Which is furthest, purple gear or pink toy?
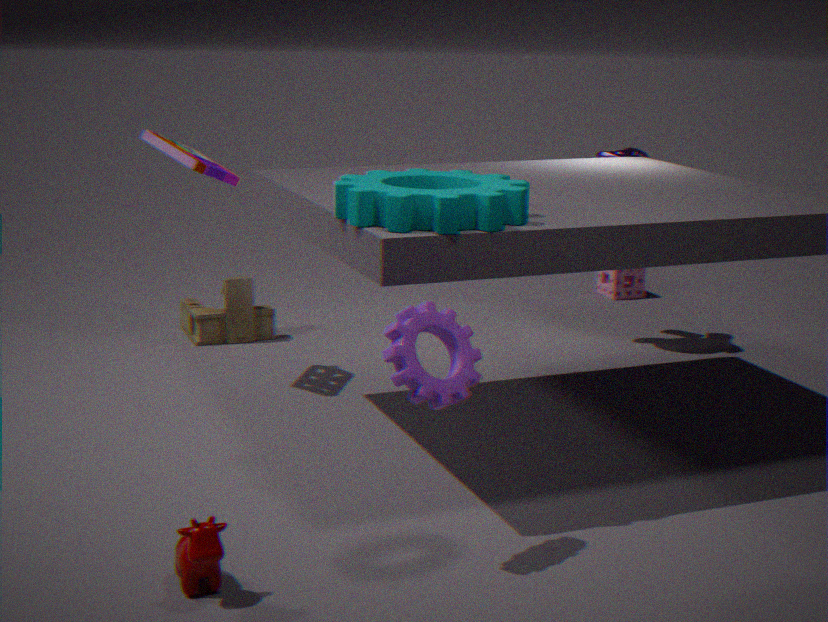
pink toy
